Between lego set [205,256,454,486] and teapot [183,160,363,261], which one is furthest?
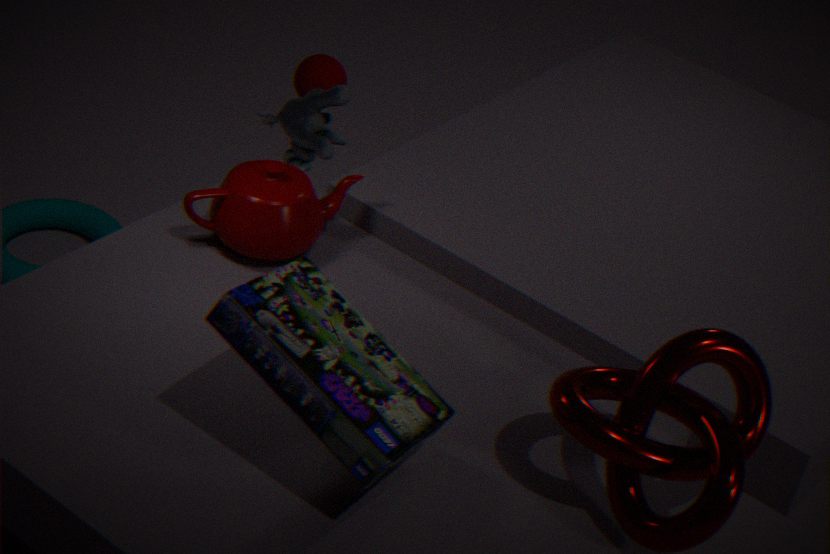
teapot [183,160,363,261]
